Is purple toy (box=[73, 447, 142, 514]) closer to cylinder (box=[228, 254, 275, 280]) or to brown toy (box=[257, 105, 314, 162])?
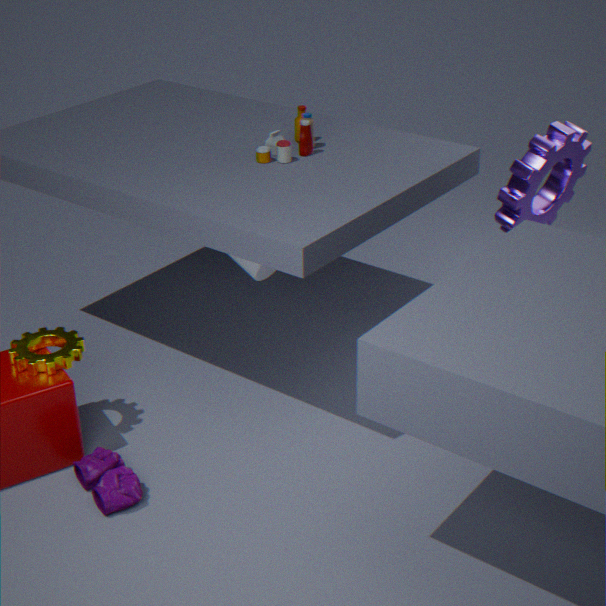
cylinder (box=[228, 254, 275, 280])
